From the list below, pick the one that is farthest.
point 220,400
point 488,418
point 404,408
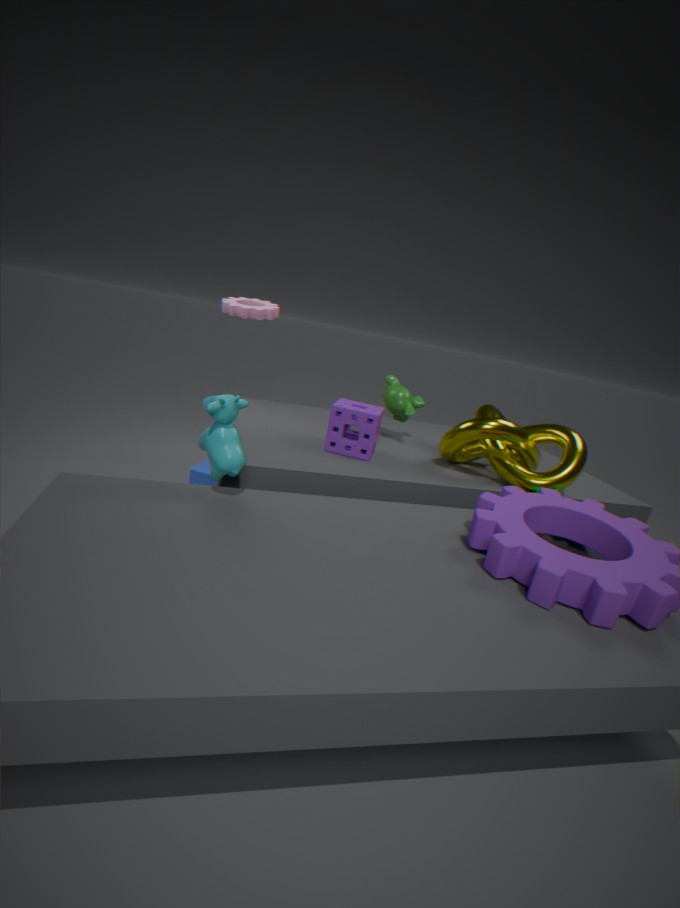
point 404,408
